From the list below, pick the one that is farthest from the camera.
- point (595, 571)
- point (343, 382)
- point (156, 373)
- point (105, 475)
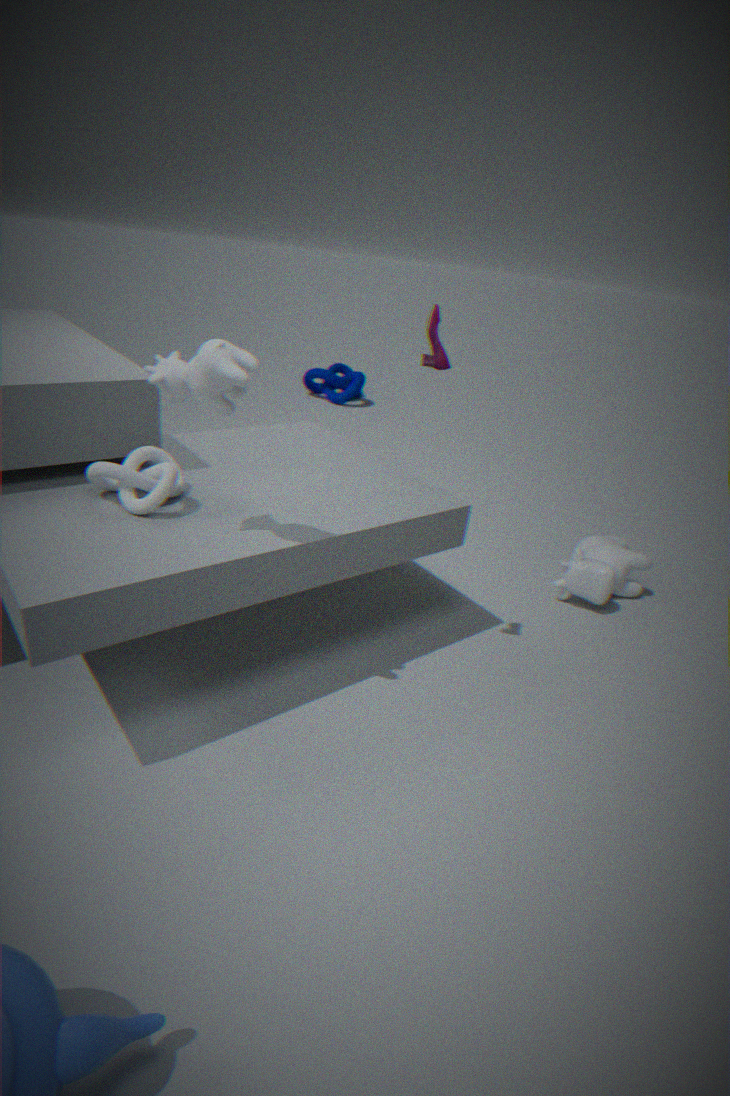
point (343, 382)
